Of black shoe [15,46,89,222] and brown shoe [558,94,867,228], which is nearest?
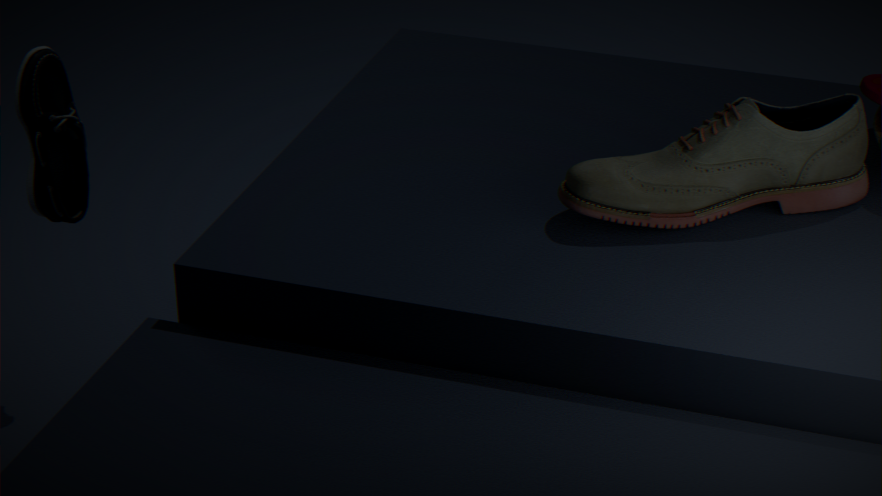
brown shoe [558,94,867,228]
